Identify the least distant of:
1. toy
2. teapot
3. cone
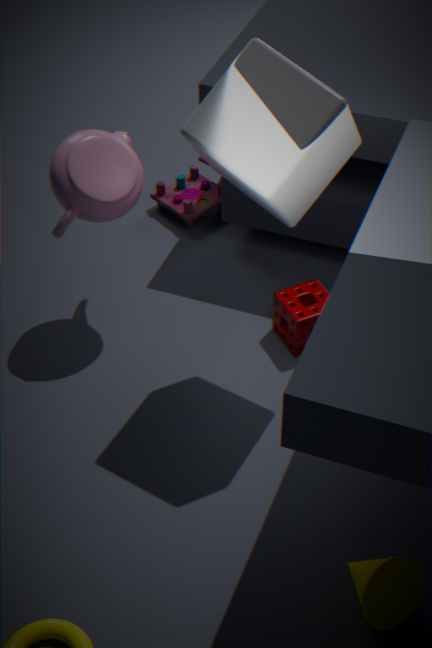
cone
